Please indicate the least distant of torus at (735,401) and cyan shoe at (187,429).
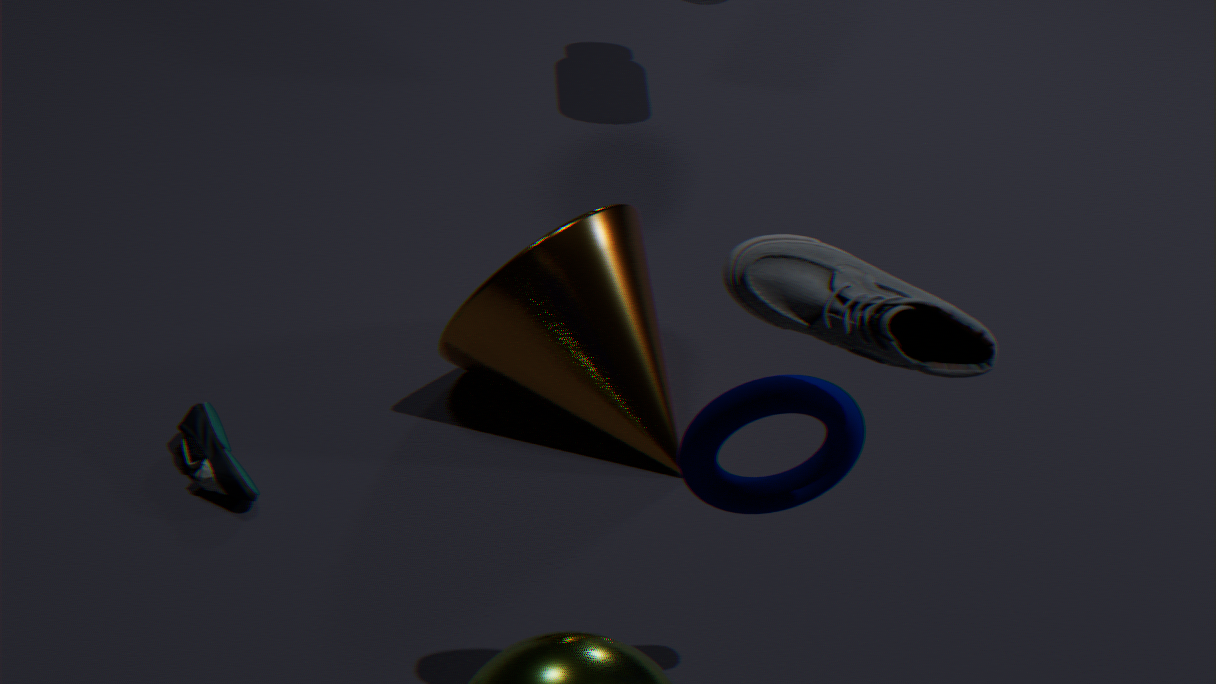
torus at (735,401)
